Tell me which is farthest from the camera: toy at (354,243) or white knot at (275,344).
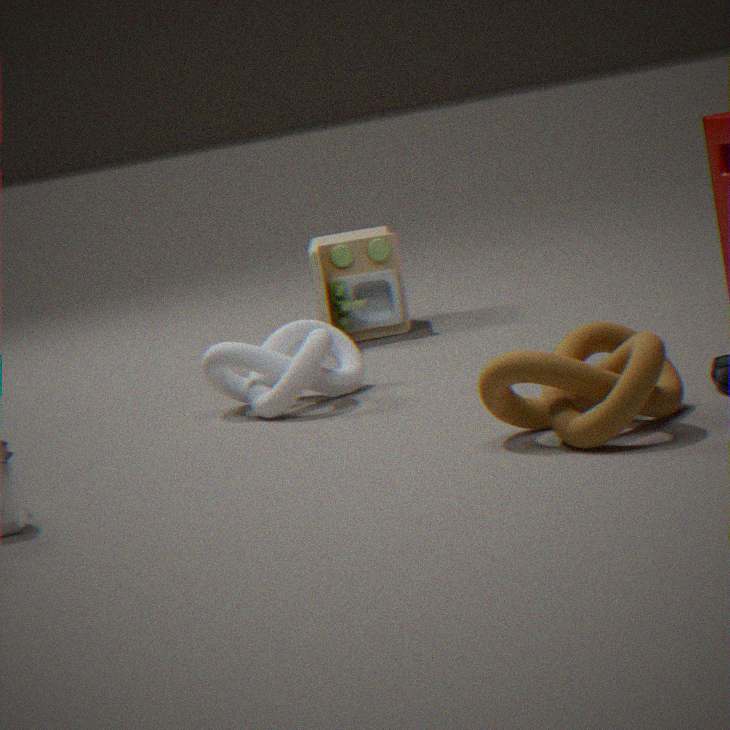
toy at (354,243)
